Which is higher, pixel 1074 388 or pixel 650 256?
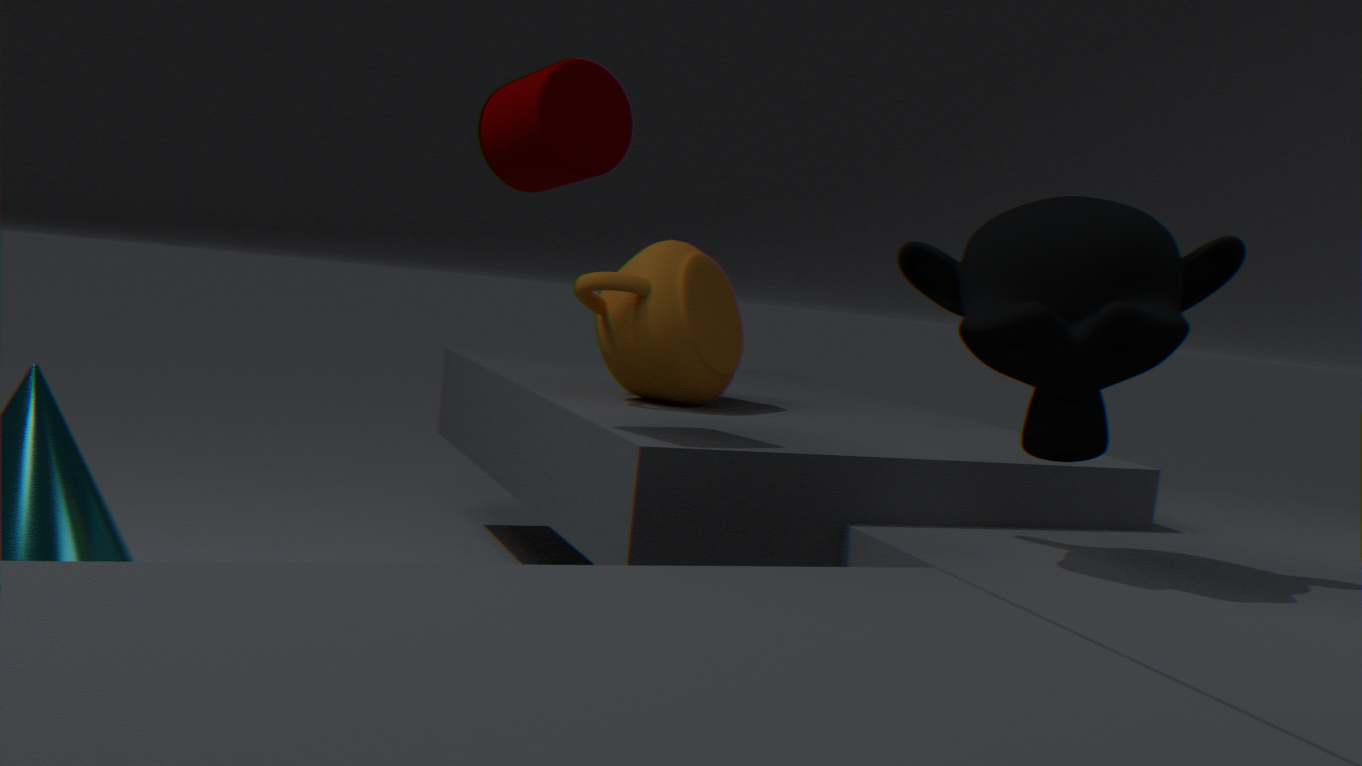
pixel 1074 388
